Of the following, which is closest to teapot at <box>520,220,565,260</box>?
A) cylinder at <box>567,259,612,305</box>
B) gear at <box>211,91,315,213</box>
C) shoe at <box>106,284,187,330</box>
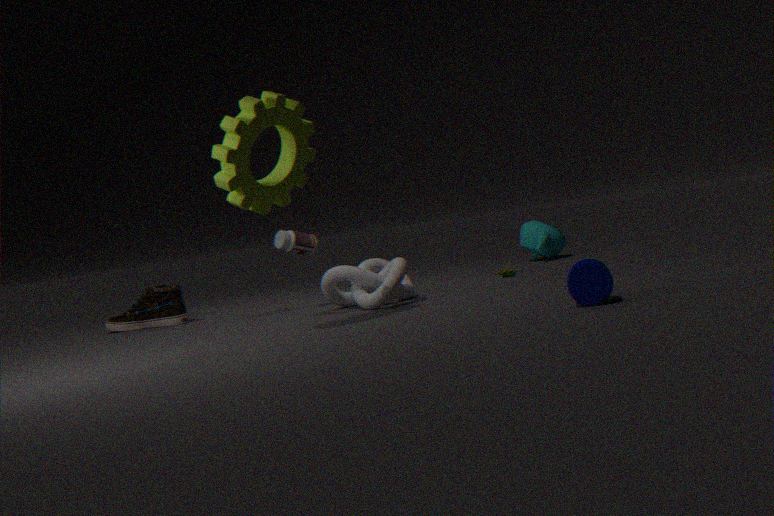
cylinder at <box>567,259,612,305</box>
